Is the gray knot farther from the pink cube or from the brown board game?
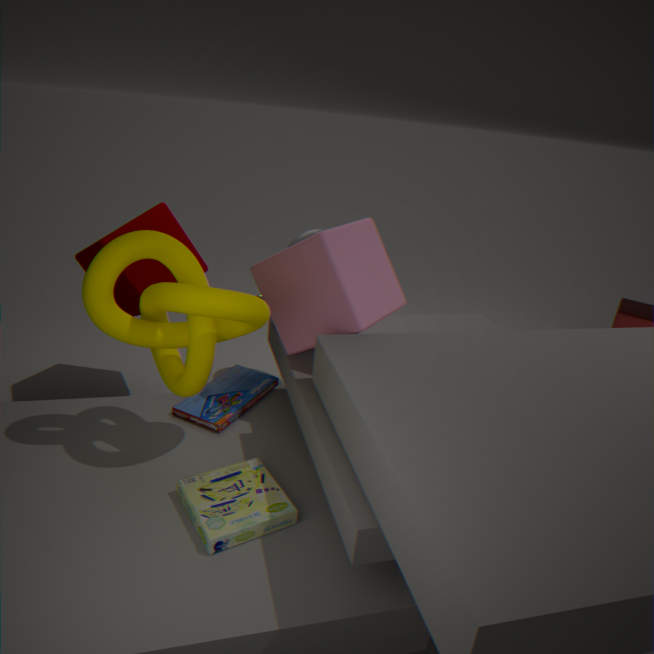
the brown board game
